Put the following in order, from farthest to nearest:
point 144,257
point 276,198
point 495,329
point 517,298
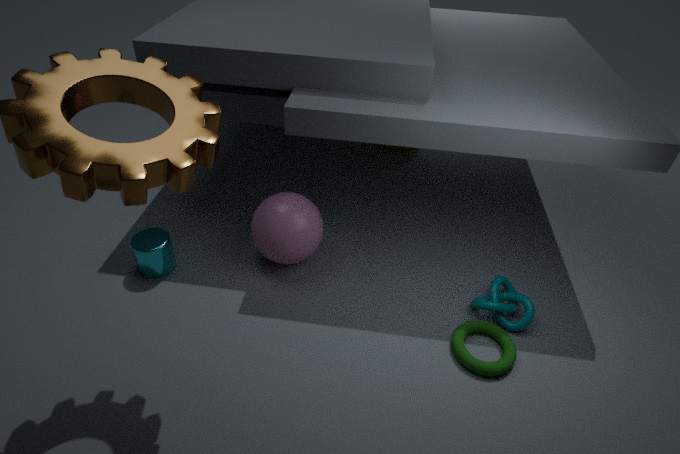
1. point 276,198
2. point 144,257
3. point 517,298
4. point 495,329
